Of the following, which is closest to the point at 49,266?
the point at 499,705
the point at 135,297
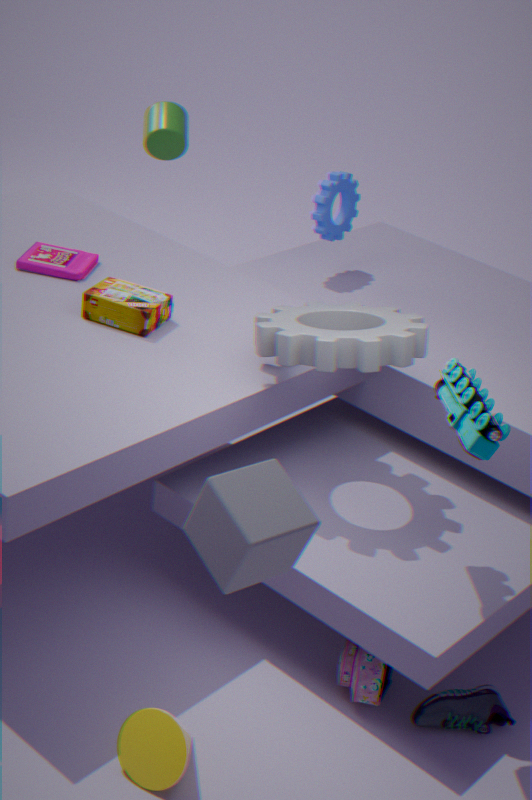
the point at 135,297
